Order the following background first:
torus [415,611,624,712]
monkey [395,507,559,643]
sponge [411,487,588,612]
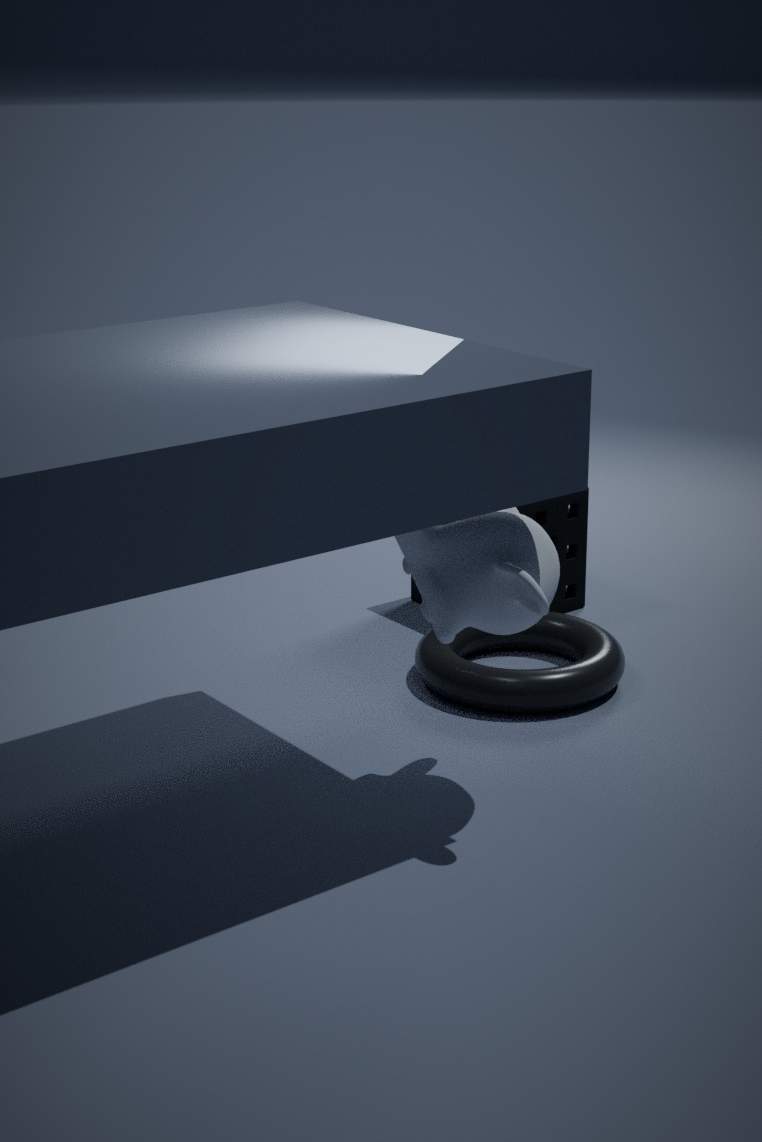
1. sponge [411,487,588,612]
2. torus [415,611,624,712]
3. monkey [395,507,559,643]
